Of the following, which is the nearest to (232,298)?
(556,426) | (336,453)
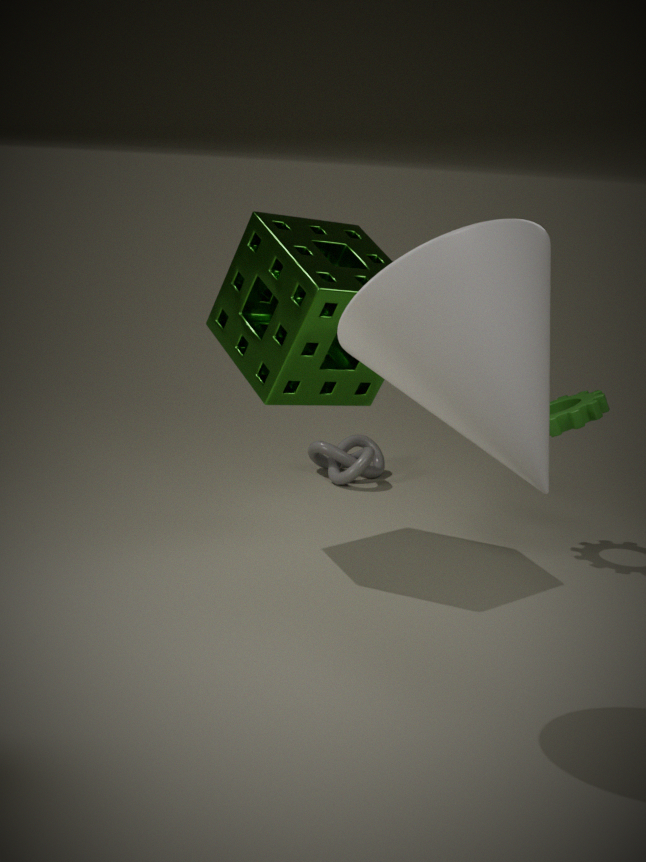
(556,426)
